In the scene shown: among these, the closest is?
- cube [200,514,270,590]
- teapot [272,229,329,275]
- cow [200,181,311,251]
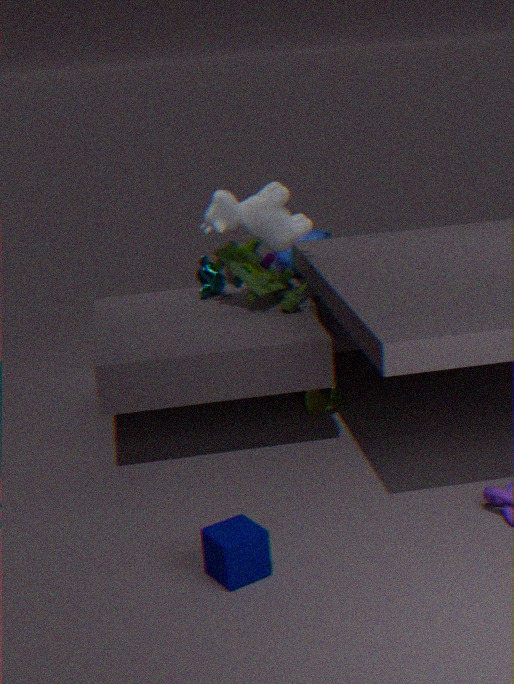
cube [200,514,270,590]
